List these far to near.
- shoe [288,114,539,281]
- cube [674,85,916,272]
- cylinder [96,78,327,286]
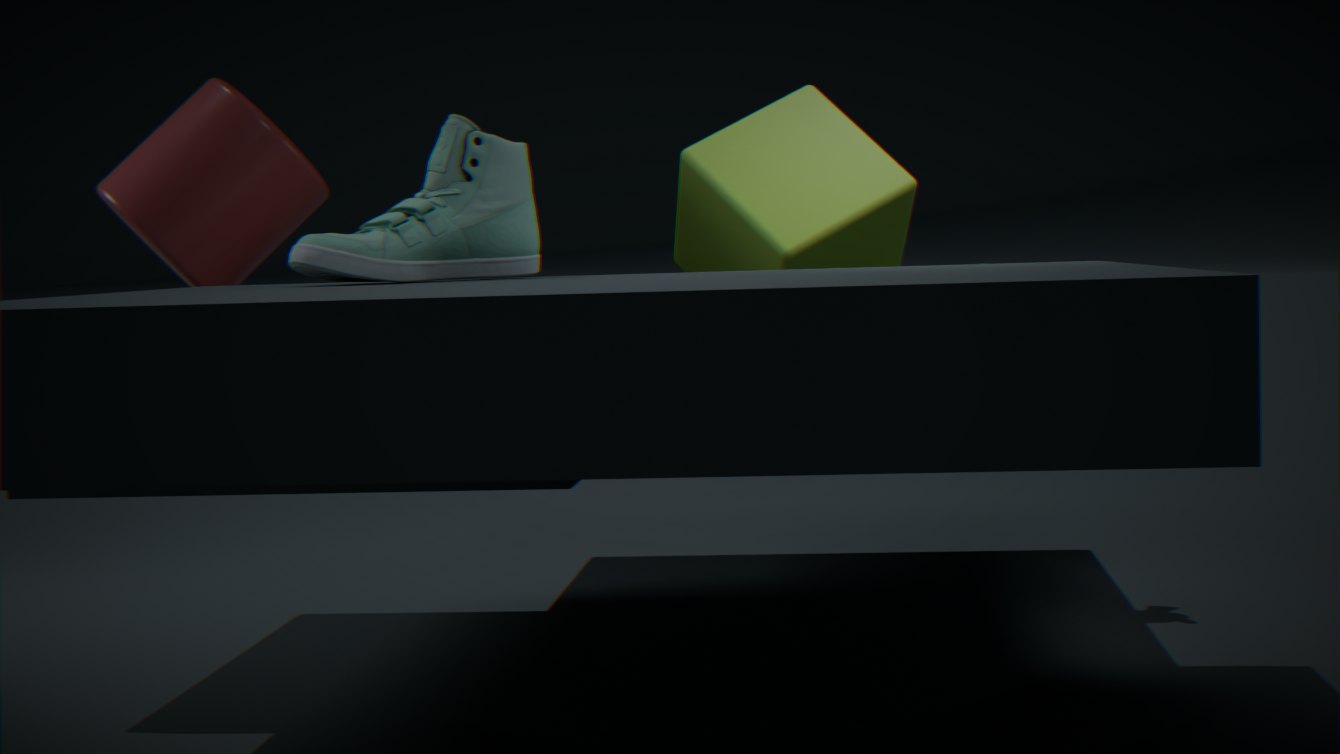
cylinder [96,78,327,286]
cube [674,85,916,272]
shoe [288,114,539,281]
